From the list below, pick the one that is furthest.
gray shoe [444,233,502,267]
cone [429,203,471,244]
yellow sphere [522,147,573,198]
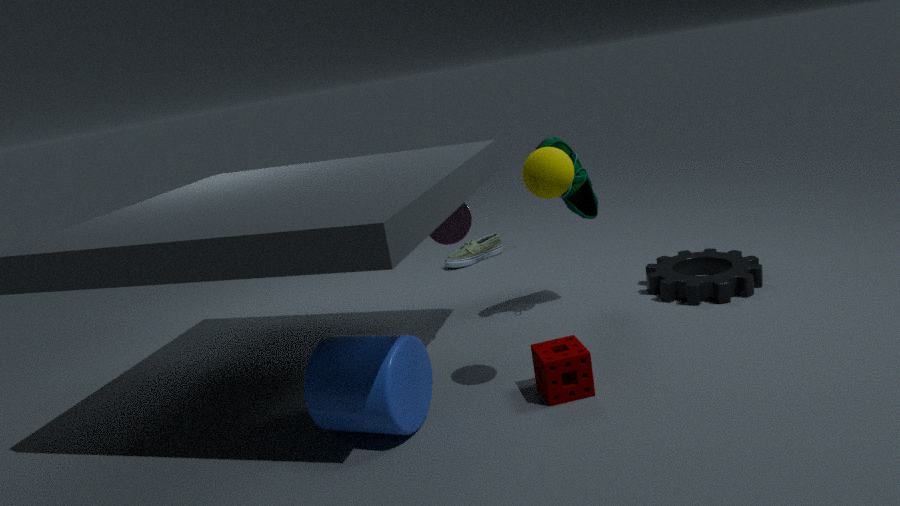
gray shoe [444,233,502,267]
